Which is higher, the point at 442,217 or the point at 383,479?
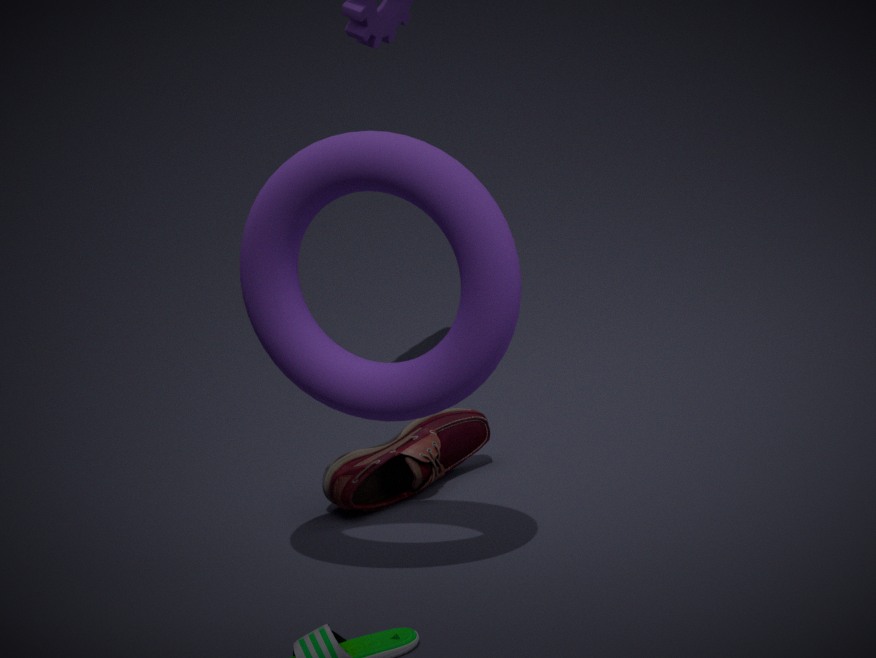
the point at 442,217
